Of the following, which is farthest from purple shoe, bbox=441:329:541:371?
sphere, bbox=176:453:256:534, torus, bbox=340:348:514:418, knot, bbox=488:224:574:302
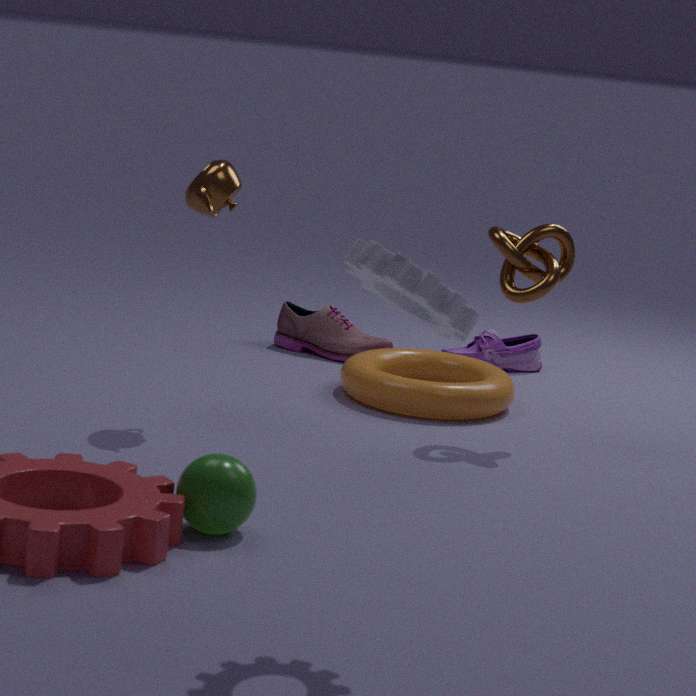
sphere, bbox=176:453:256:534
